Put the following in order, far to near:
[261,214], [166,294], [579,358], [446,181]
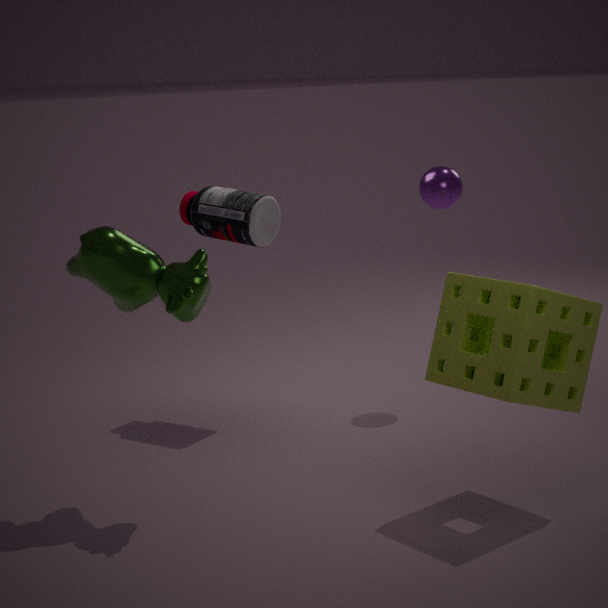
[446,181] < [261,214] < [166,294] < [579,358]
